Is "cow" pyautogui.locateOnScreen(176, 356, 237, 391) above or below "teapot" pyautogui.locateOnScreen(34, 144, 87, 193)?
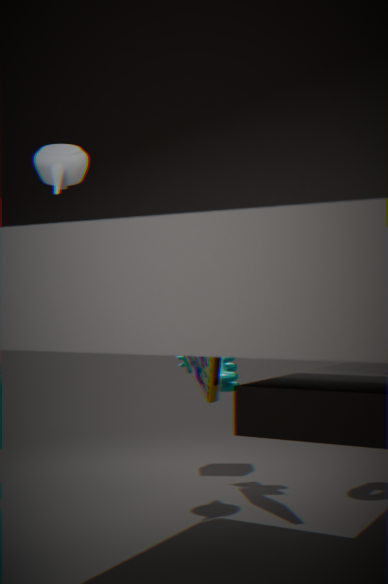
below
